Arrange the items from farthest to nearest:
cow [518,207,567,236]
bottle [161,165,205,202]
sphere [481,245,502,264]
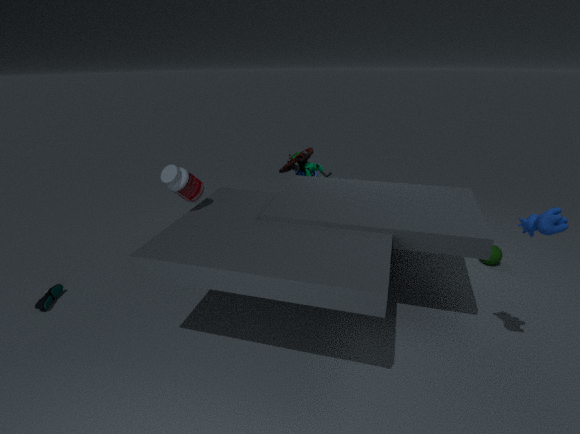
sphere [481,245,502,264] < bottle [161,165,205,202] < cow [518,207,567,236]
